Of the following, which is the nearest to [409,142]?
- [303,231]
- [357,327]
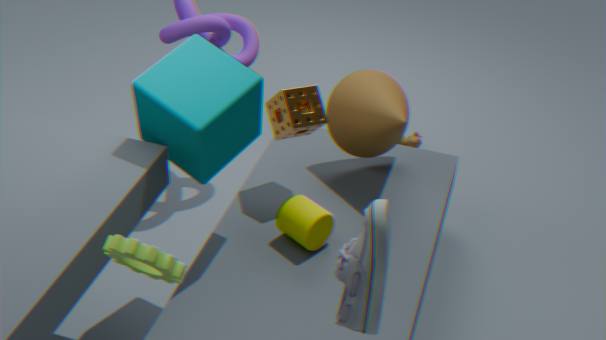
[303,231]
